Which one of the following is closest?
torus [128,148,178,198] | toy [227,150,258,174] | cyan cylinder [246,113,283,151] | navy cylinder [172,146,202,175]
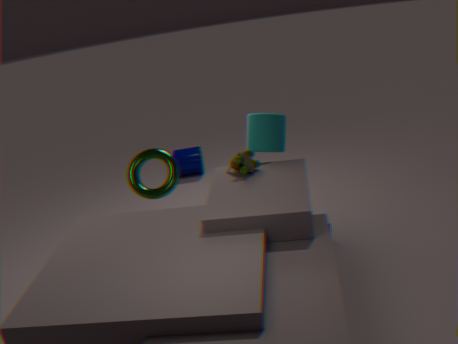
toy [227,150,258,174]
